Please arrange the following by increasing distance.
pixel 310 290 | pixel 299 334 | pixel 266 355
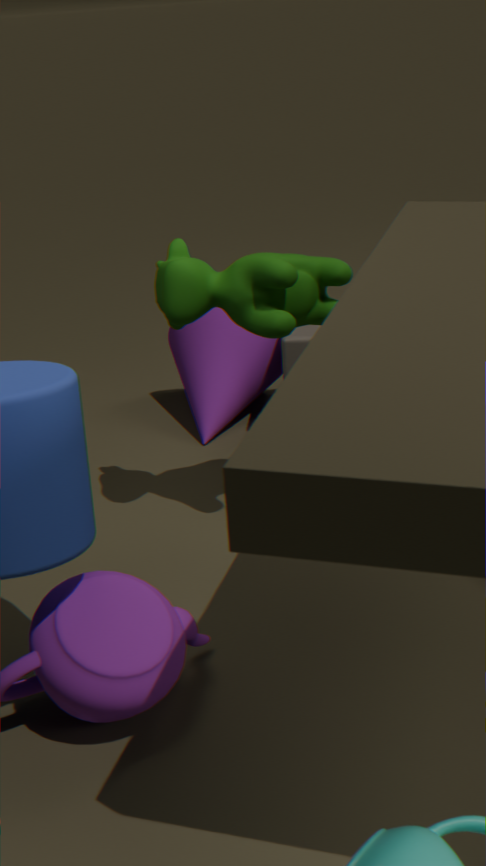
pixel 310 290 → pixel 299 334 → pixel 266 355
